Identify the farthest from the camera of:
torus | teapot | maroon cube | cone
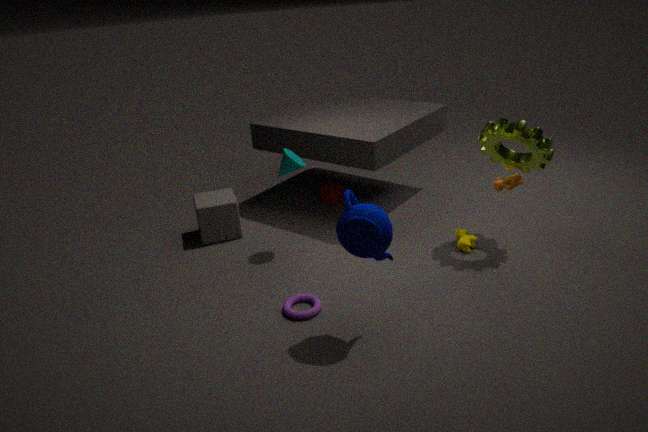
maroon cube
